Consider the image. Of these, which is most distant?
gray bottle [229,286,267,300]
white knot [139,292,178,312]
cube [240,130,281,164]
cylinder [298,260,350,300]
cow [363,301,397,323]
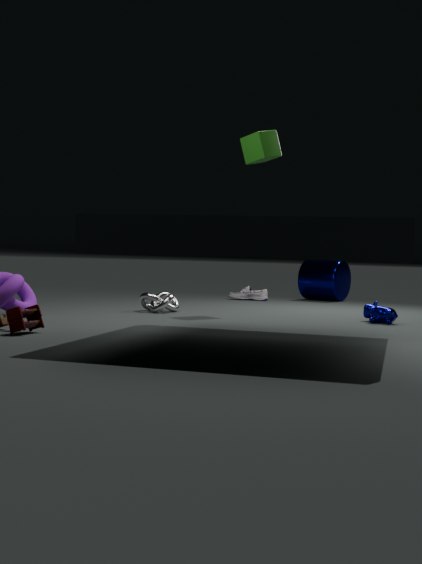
cylinder [298,260,350,300]
